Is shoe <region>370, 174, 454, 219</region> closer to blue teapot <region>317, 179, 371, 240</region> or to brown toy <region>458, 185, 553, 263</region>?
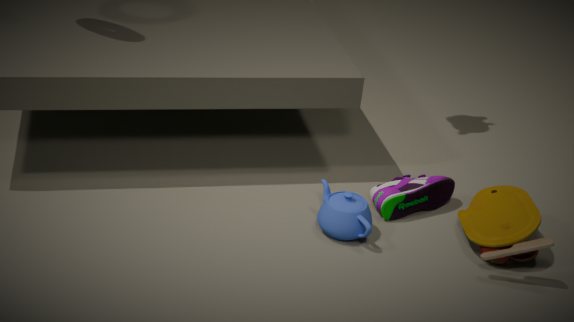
blue teapot <region>317, 179, 371, 240</region>
